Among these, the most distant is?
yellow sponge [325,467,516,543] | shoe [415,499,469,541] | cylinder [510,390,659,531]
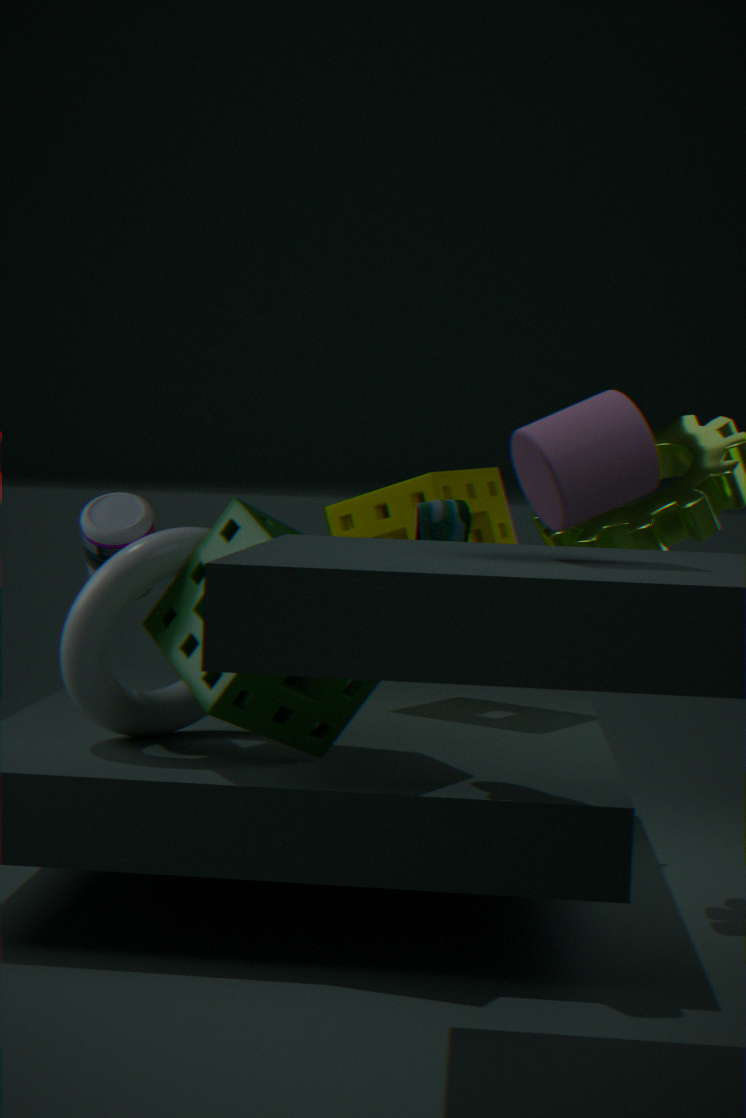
yellow sponge [325,467,516,543]
